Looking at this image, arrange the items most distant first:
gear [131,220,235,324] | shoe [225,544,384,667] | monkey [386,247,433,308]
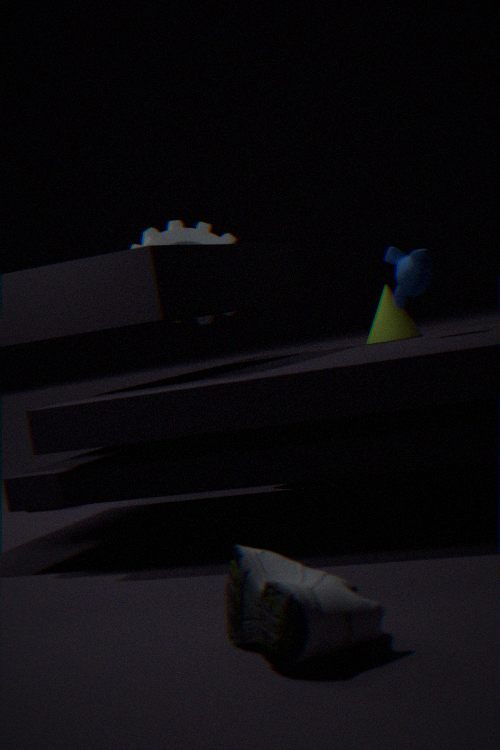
gear [131,220,235,324], monkey [386,247,433,308], shoe [225,544,384,667]
